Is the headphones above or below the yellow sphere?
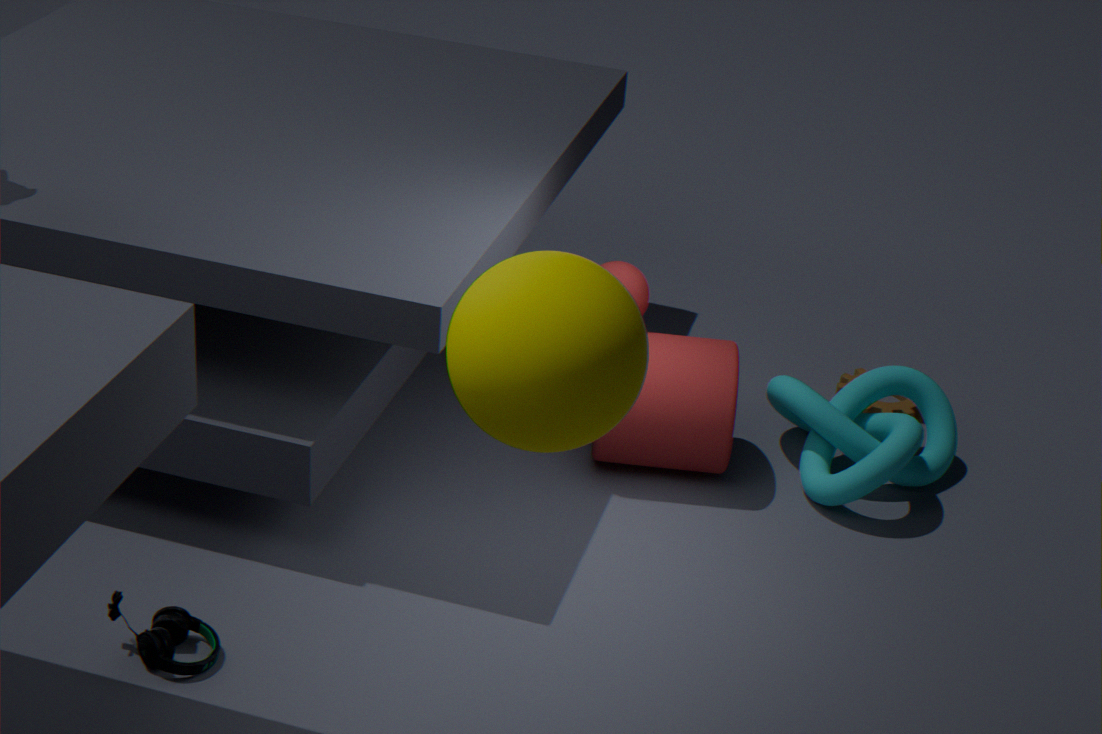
below
